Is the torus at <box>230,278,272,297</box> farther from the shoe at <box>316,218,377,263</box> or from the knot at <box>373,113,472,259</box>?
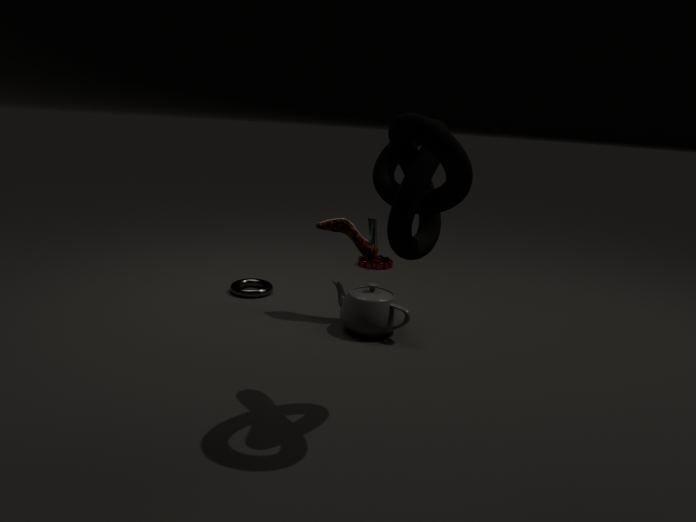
the knot at <box>373,113,472,259</box>
